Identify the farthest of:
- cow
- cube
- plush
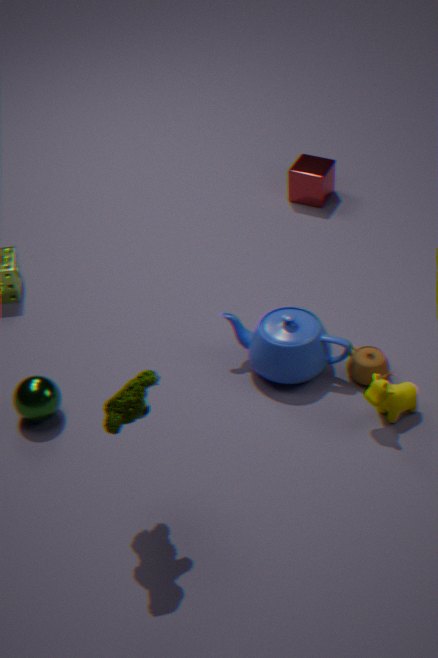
cube
